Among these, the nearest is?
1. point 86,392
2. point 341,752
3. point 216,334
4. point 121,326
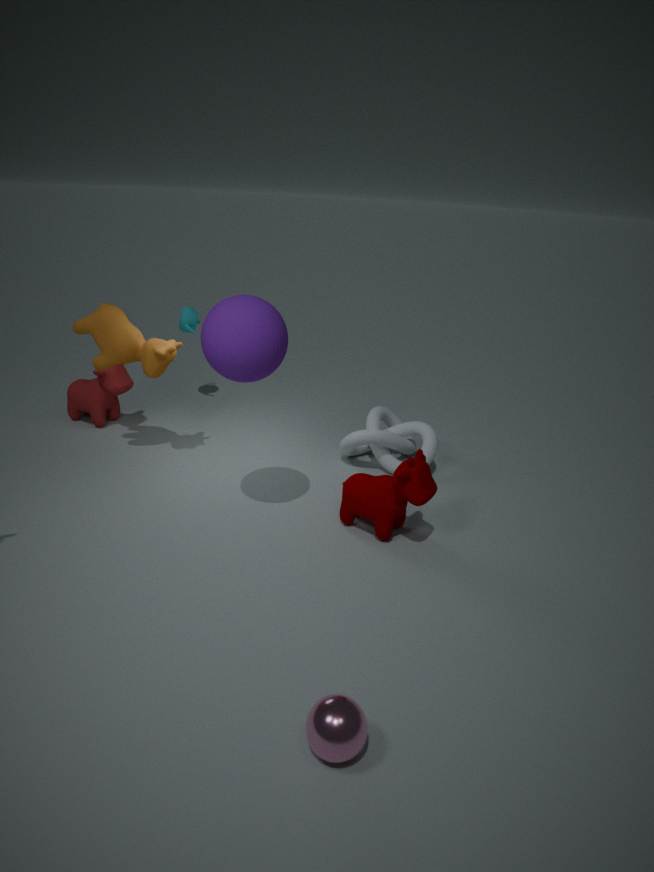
point 341,752
